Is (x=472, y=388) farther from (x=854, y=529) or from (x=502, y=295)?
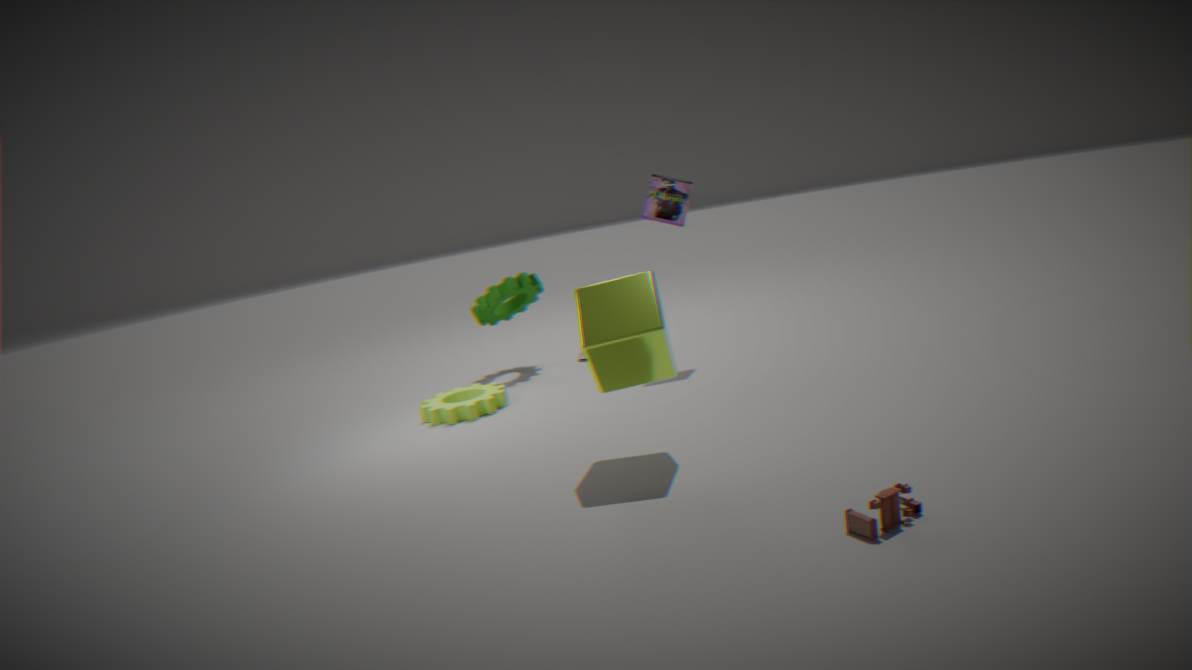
(x=854, y=529)
